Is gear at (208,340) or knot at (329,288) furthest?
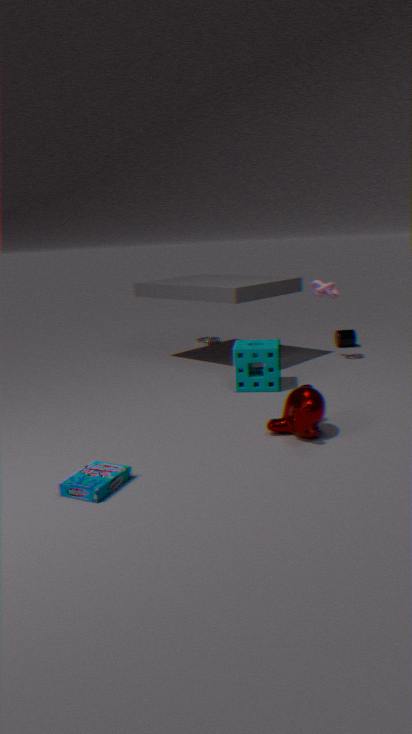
gear at (208,340)
